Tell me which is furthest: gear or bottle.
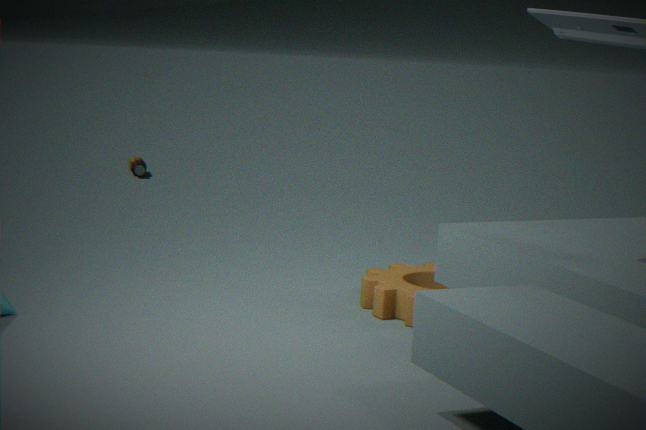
bottle
